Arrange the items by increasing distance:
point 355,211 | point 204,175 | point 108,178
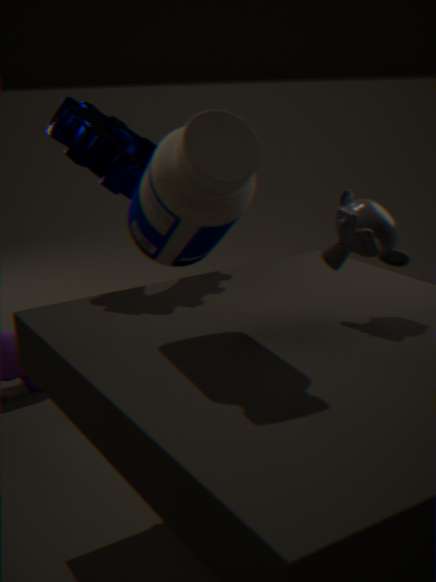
point 204,175 < point 355,211 < point 108,178
